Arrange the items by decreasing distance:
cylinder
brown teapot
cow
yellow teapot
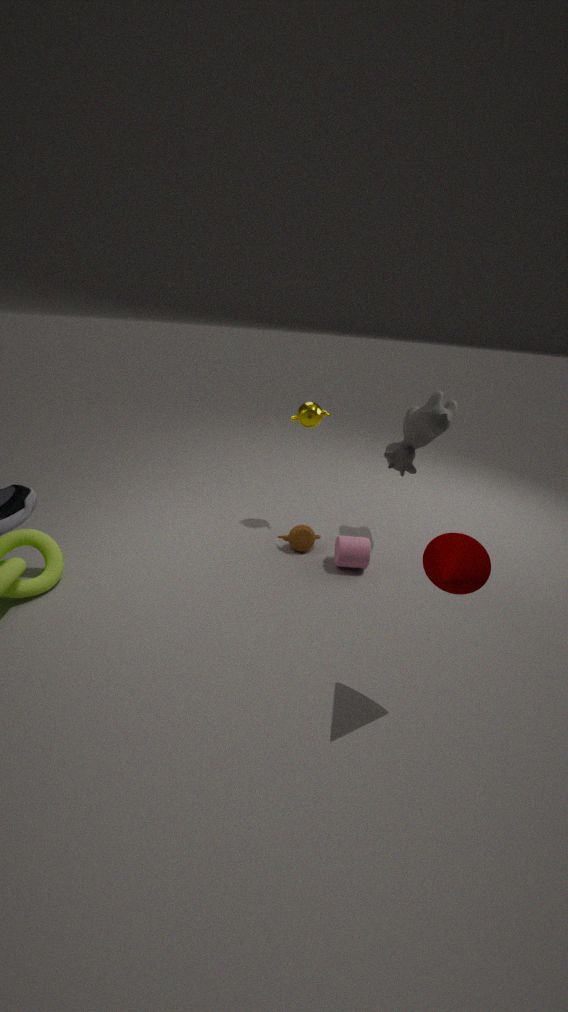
1. yellow teapot
2. brown teapot
3. cow
4. cylinder
